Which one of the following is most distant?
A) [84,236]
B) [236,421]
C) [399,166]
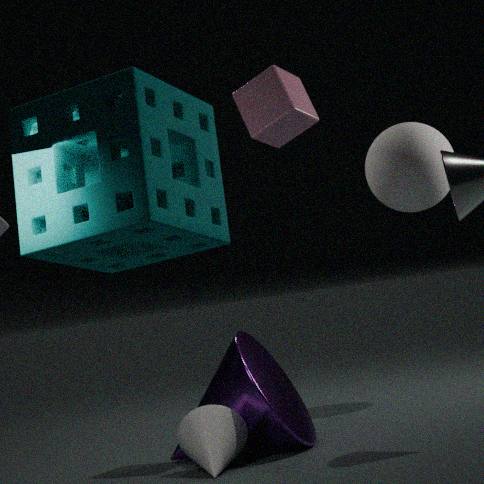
[399,166]
